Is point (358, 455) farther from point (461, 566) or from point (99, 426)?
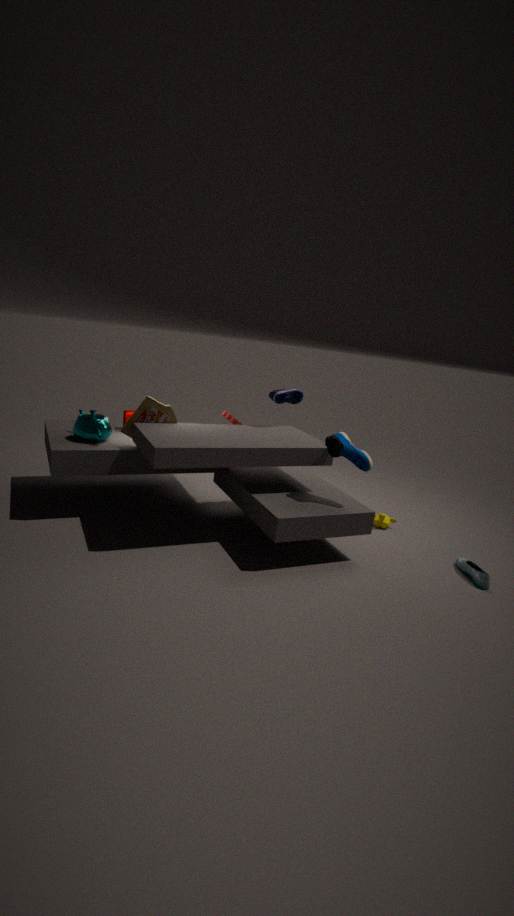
point (99, 426)
